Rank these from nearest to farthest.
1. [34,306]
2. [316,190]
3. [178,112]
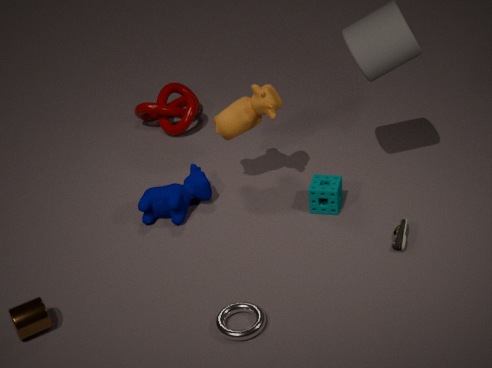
1. [34,306]
2. [316,190]
3. [178,112]
